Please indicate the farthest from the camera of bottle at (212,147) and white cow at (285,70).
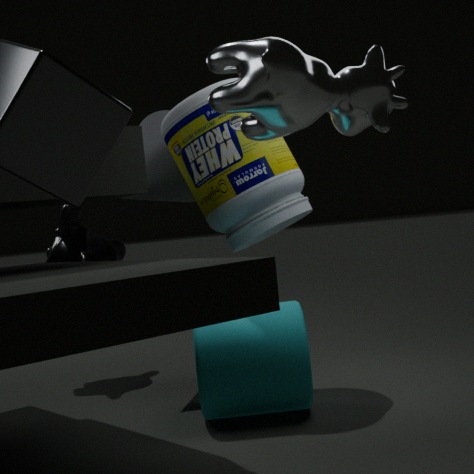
bottle at (212,147)
